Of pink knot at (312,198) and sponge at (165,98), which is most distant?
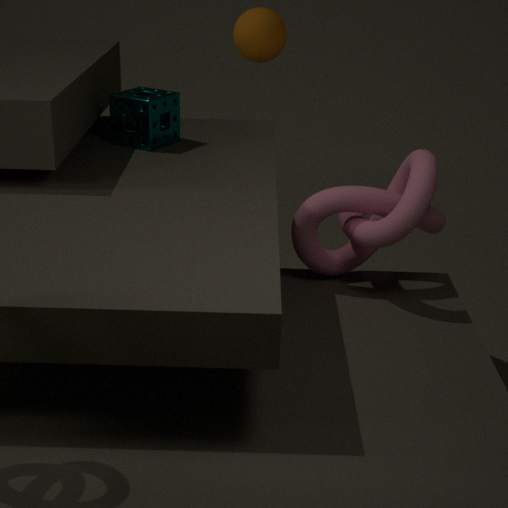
sponge at (165,98)
